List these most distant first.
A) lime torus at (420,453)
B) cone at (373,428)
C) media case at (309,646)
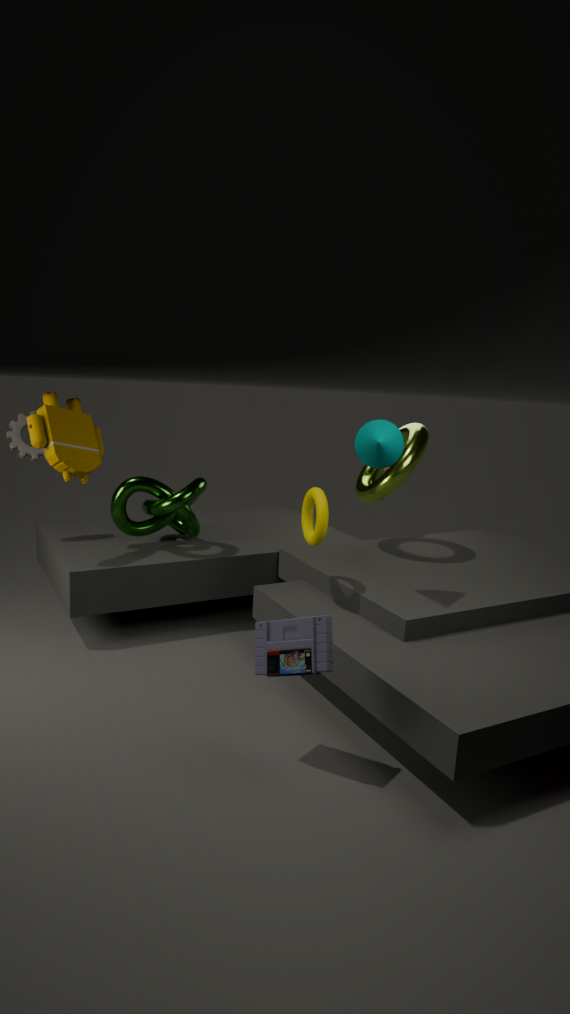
lime torus at (420,453)
cone at (373,428)
media case at (309,646)
